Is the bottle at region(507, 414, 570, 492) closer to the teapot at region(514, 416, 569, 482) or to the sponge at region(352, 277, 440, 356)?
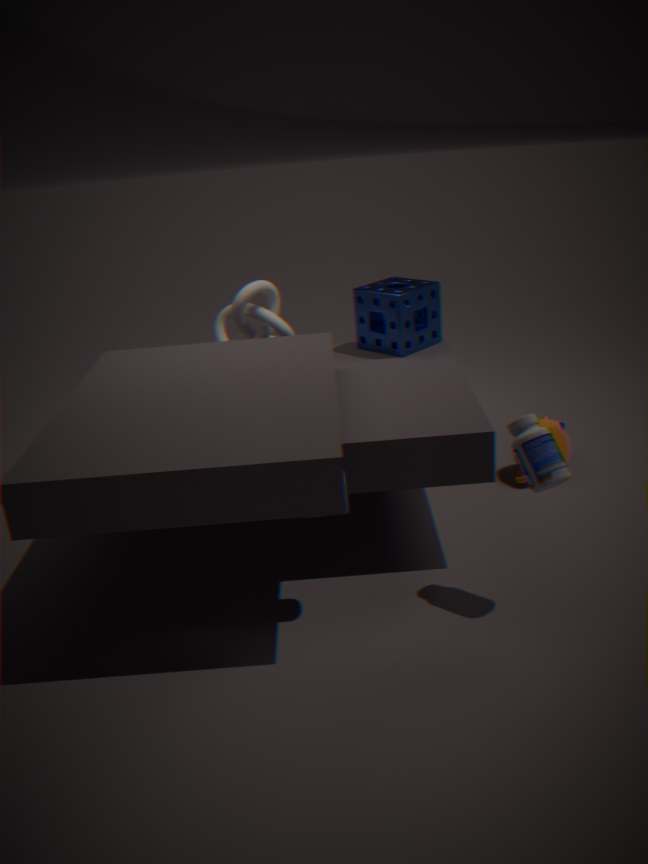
the teapot at region(514, 416, 569, 482)
